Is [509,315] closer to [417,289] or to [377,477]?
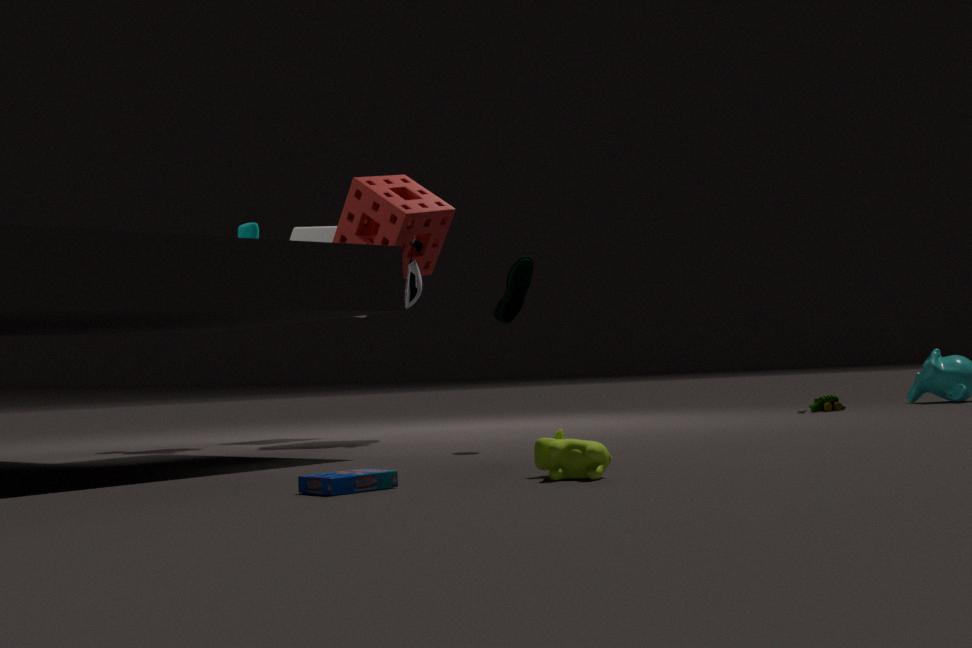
[417,289]
